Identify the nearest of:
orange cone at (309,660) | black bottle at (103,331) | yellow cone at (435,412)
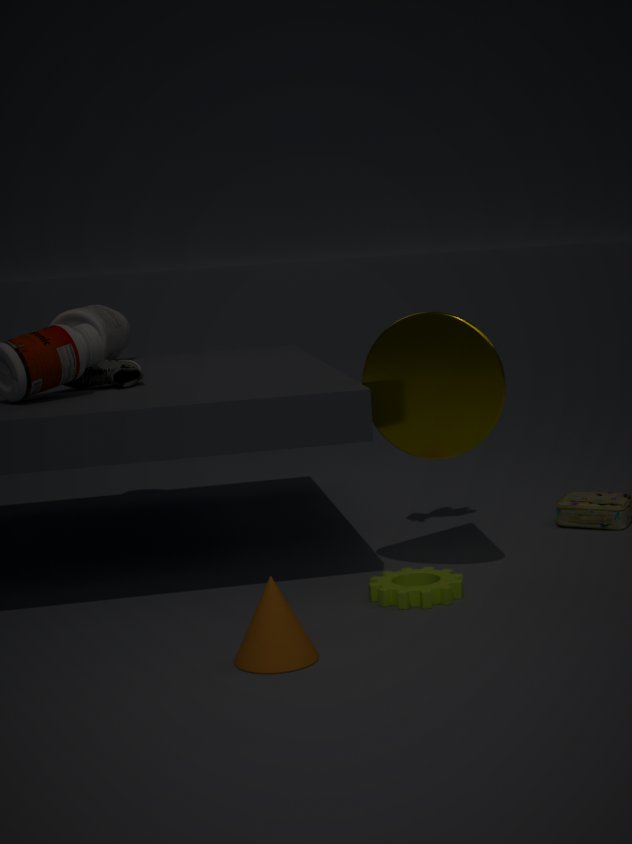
orange cone at (309,660)
